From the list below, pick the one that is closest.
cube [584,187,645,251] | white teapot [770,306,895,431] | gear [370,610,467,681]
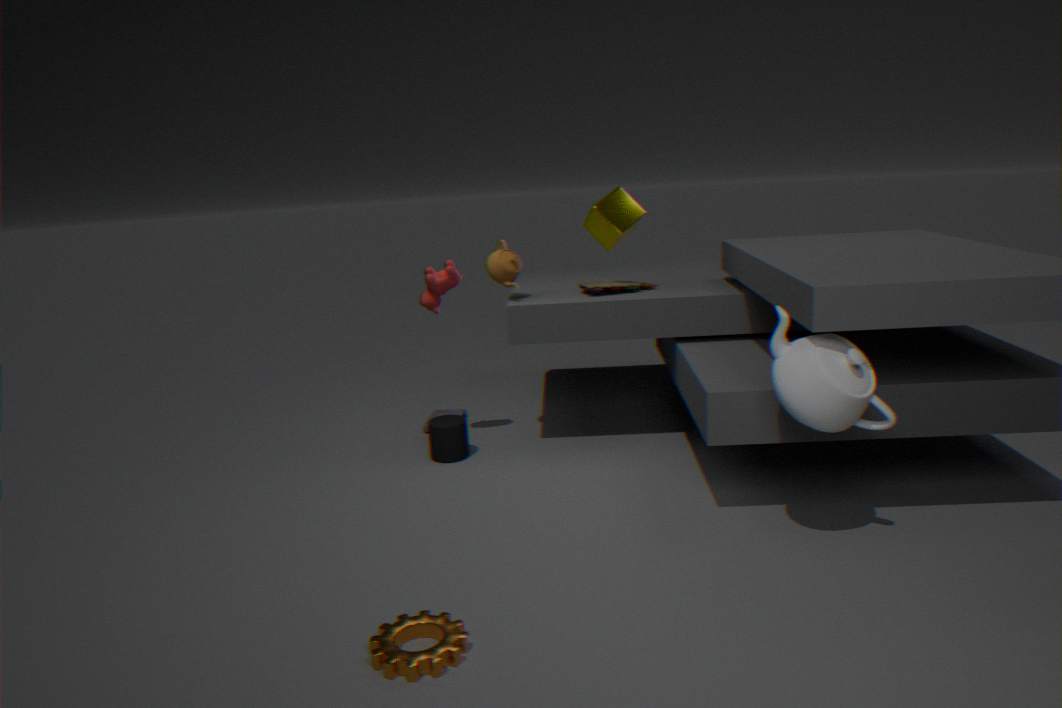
gear [370,610,467,681]
